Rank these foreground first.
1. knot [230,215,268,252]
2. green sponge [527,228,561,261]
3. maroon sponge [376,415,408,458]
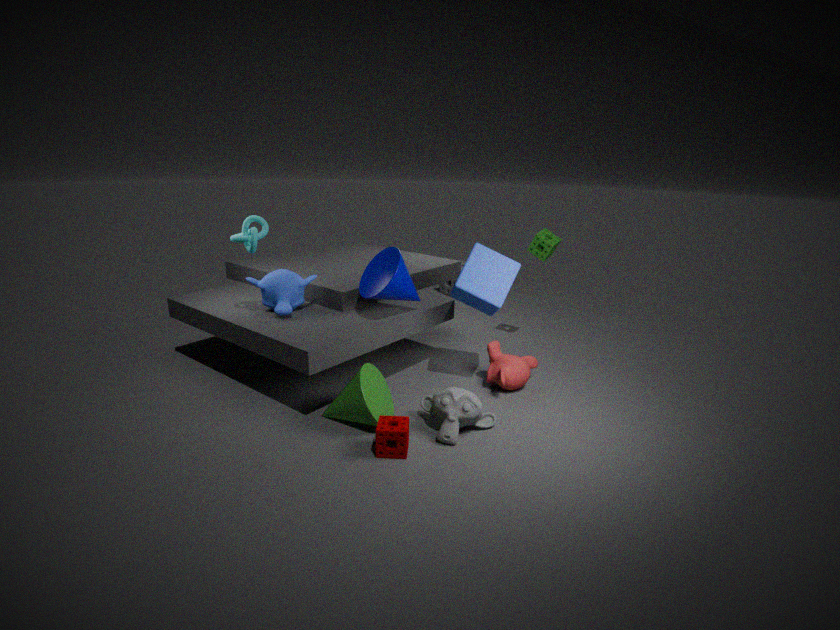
maroon sponge [376,415,408,458] < knot [230,215,268,252] < green sponge [527,228,561,261]
